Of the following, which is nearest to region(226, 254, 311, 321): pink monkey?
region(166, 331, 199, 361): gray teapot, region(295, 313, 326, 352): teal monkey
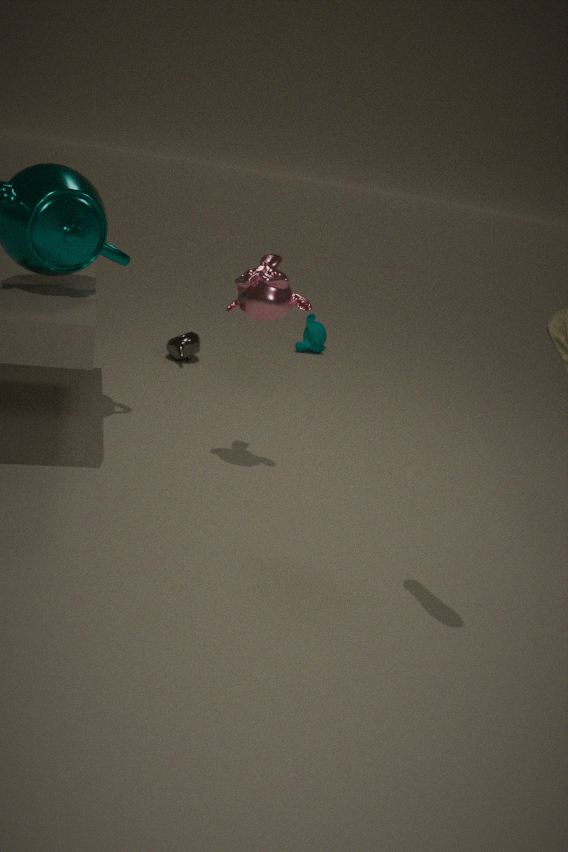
region(166, 331, 199, 361): gray teapot
